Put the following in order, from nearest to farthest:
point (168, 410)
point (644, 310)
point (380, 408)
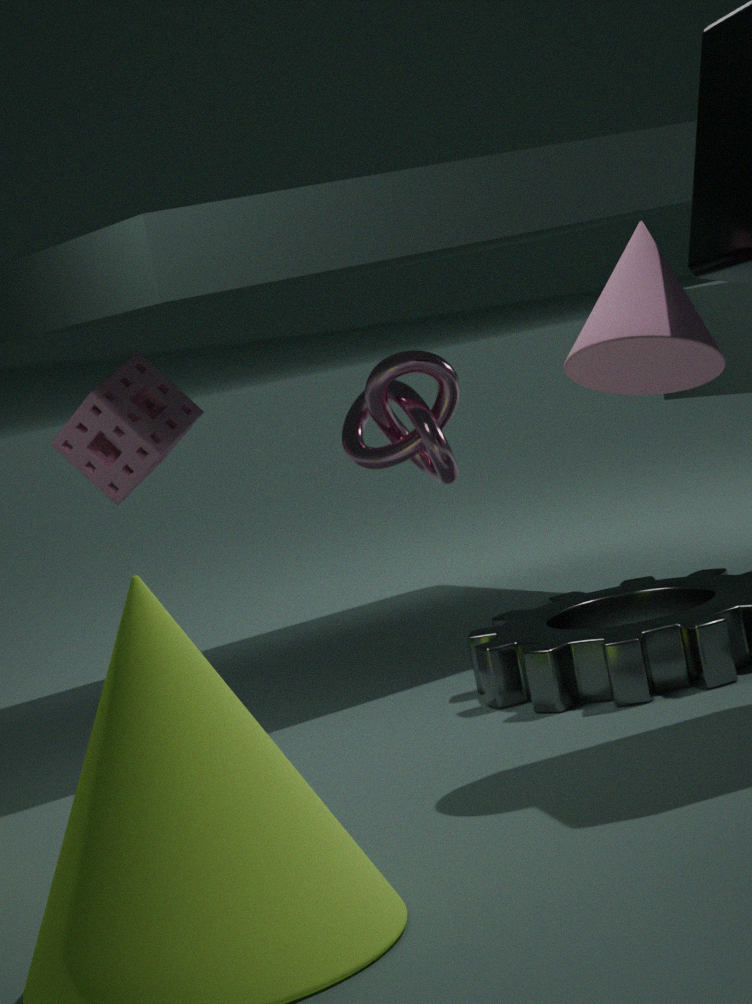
point (644, 310) → point (380, 408) → point (168, 410)
